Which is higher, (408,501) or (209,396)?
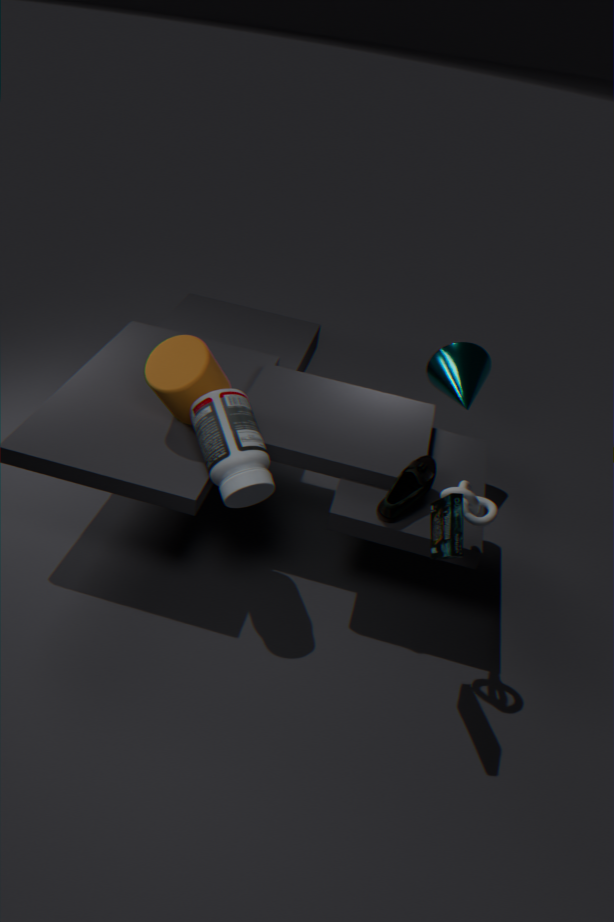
(209,396)
